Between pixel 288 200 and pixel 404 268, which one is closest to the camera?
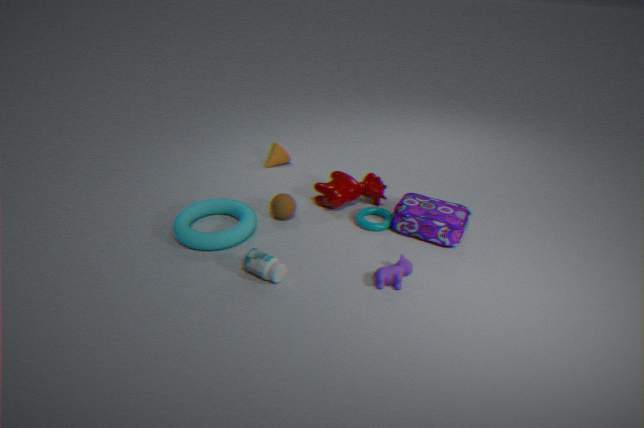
pixel 404 268
